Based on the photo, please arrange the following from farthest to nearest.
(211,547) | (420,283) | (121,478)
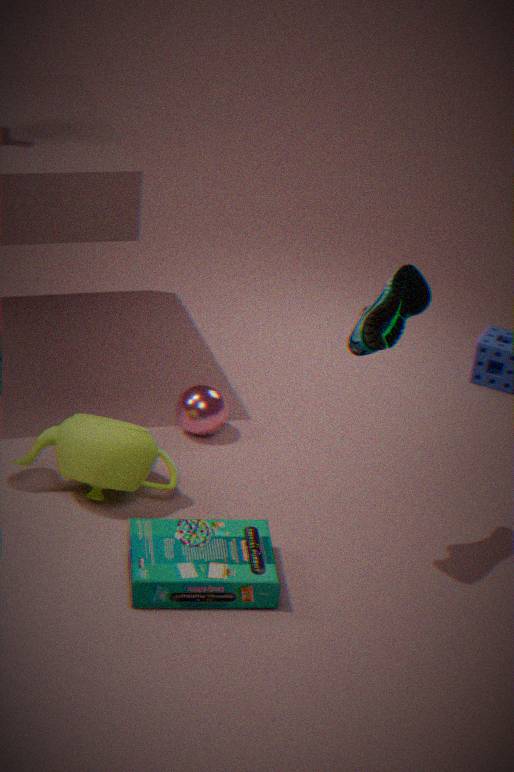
(121,478) < (211,547) < (420,283)
